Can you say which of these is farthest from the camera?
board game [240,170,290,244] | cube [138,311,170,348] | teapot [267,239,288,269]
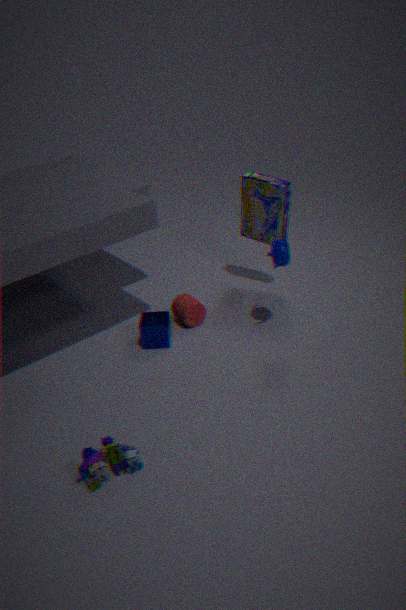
board game [240,170,290,244]
